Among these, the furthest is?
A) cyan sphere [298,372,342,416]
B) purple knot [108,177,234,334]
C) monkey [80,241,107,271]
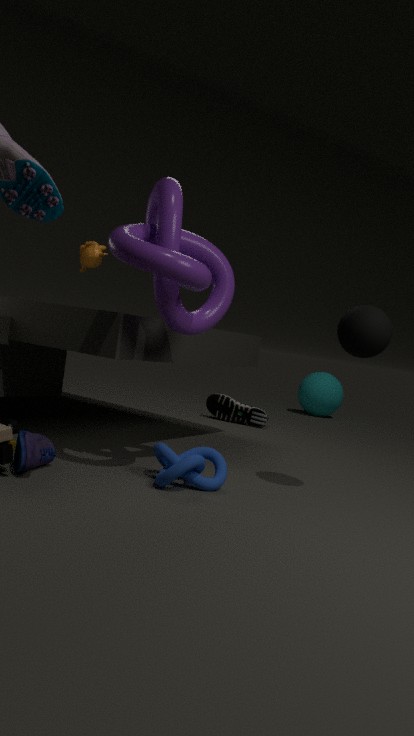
cyan sphere [298,372,342,416]
